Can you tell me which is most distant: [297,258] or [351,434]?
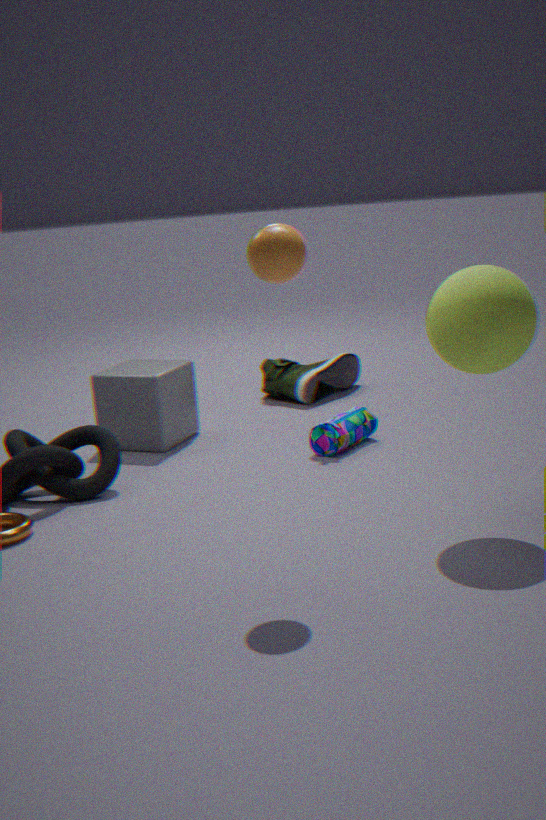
[351,434]
